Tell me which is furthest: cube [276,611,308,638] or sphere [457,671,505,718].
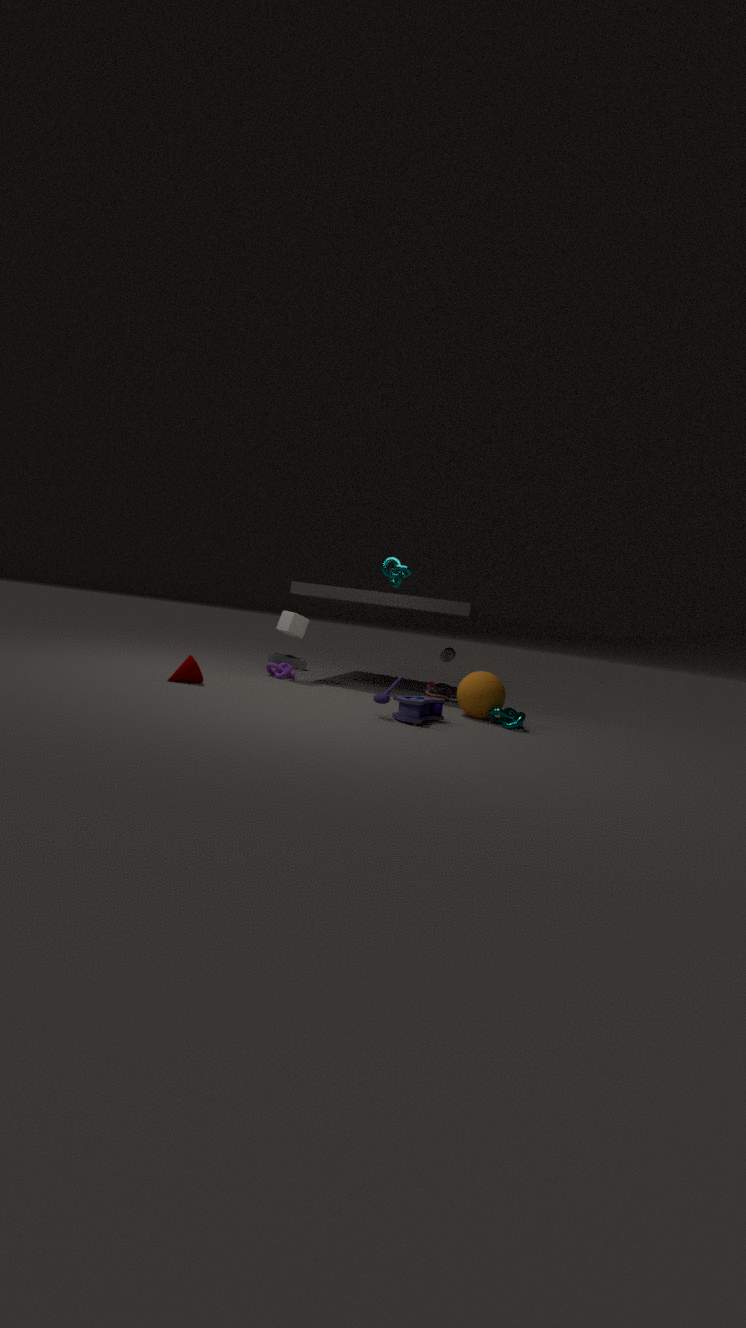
cube [276,611,308,638]
